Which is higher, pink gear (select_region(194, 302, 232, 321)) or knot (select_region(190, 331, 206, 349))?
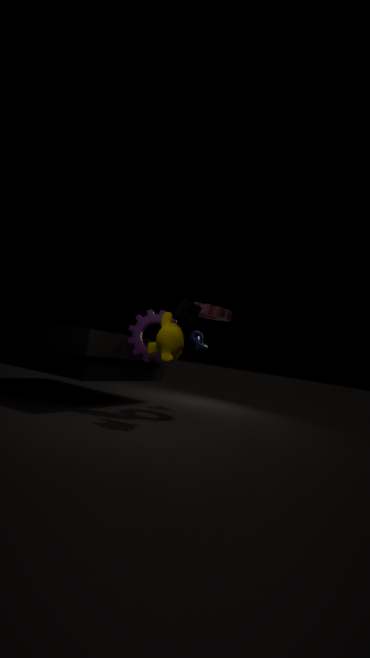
pink gear (select_region(194, 302, 232, 321))
